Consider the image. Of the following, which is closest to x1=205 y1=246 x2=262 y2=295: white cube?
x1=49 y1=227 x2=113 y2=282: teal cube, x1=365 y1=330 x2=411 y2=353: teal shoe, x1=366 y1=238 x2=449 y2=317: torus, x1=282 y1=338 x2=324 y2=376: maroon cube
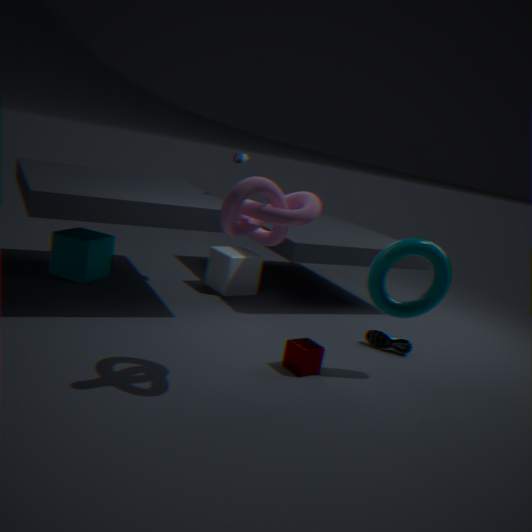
x1=49 y1=227 x2=113 y2=282: teal cube
